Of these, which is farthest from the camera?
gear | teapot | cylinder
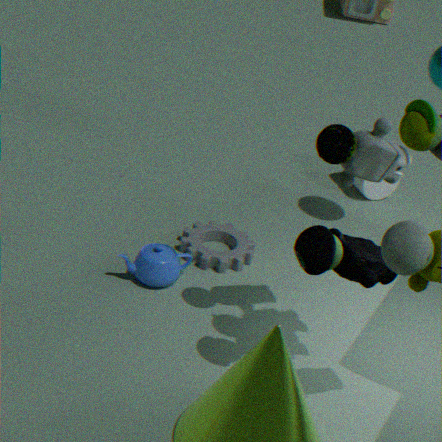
cylinder
